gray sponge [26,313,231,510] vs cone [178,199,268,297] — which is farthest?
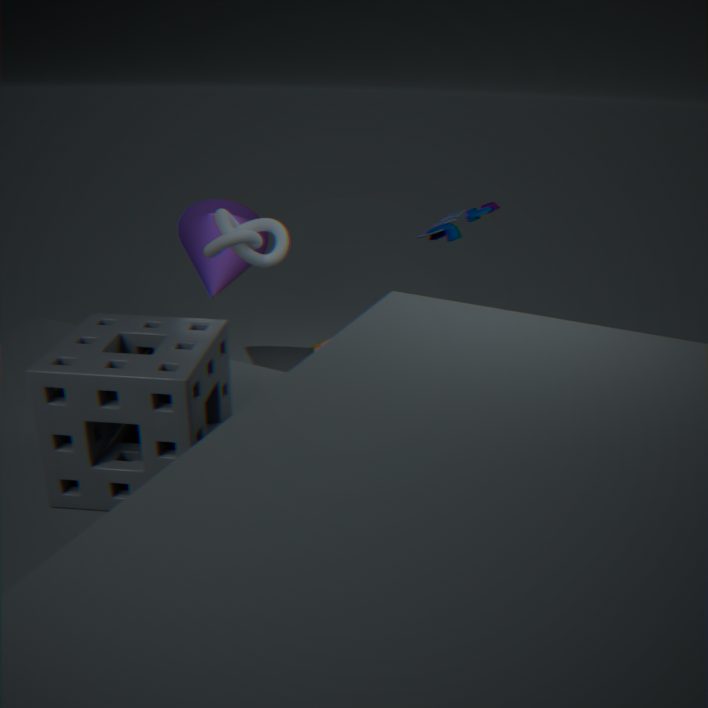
cone [178,199,268,297]
